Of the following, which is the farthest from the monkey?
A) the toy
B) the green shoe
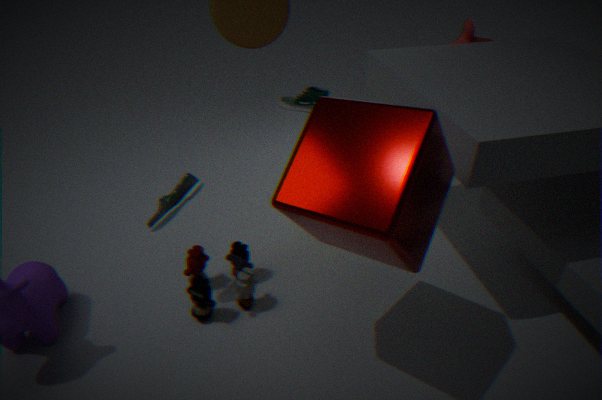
the toy
